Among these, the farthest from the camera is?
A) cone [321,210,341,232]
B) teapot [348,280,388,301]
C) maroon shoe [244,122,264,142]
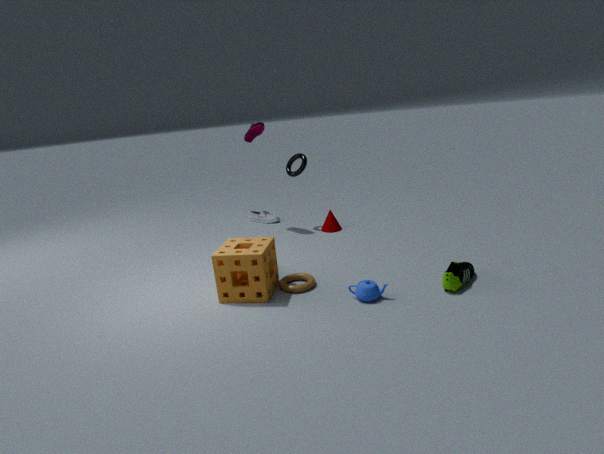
cone [321,210,341,232]
